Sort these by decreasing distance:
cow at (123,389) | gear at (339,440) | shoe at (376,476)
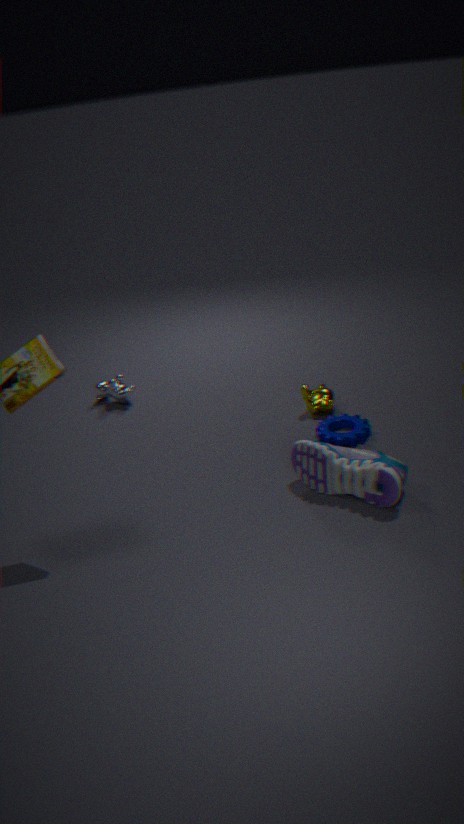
cow at (123,389)
gear at (339,440)
shoe at (376,476)
